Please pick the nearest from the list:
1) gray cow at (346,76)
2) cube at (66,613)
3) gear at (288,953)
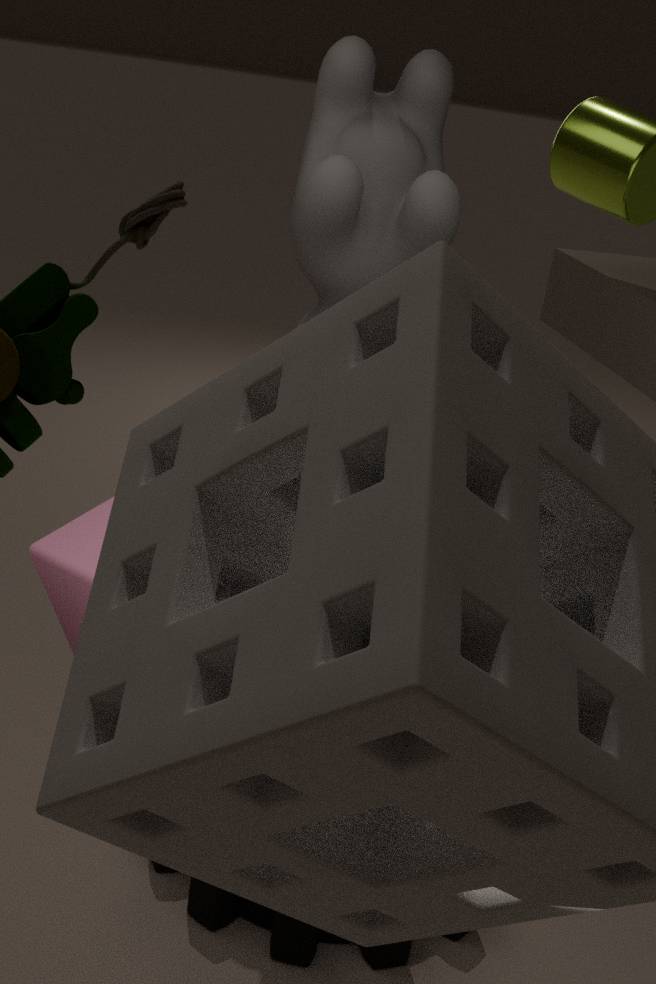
2. cube at (66,613)
